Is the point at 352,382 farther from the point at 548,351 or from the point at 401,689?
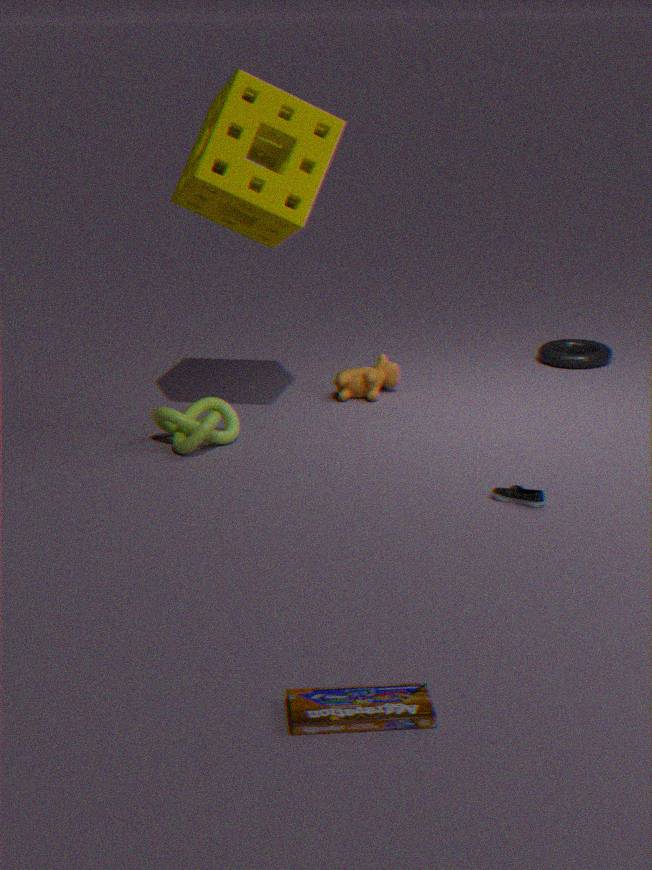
the point at 401,689
